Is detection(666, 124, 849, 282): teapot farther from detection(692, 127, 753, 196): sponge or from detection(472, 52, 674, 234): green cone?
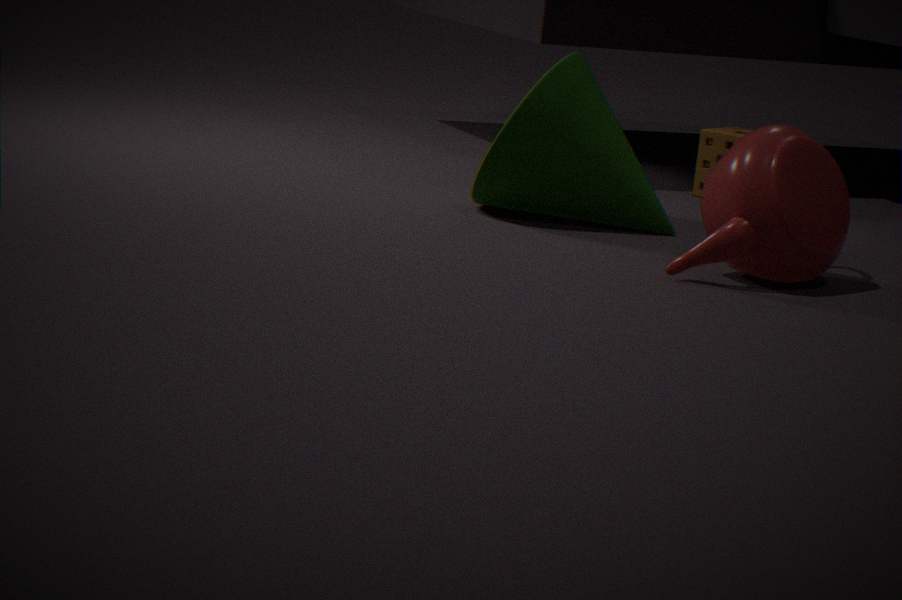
detection(692, 127, 753, 196): sponge
